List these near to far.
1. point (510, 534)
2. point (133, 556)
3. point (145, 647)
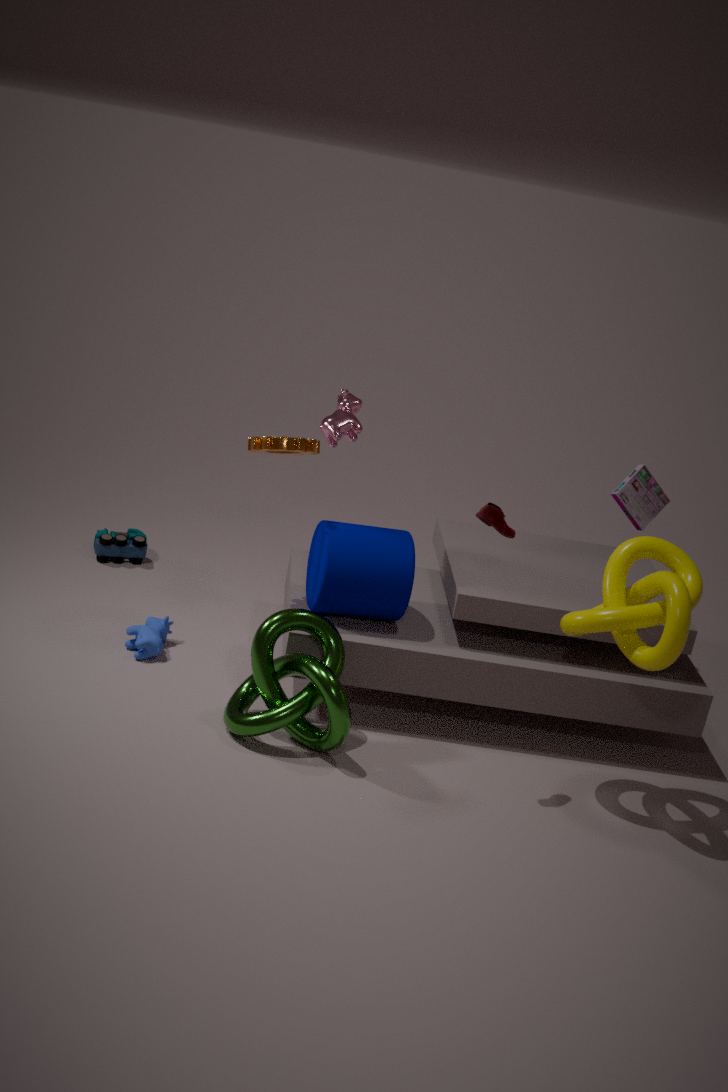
point (510, 534) → point (145, 647) → point (133, 556)
